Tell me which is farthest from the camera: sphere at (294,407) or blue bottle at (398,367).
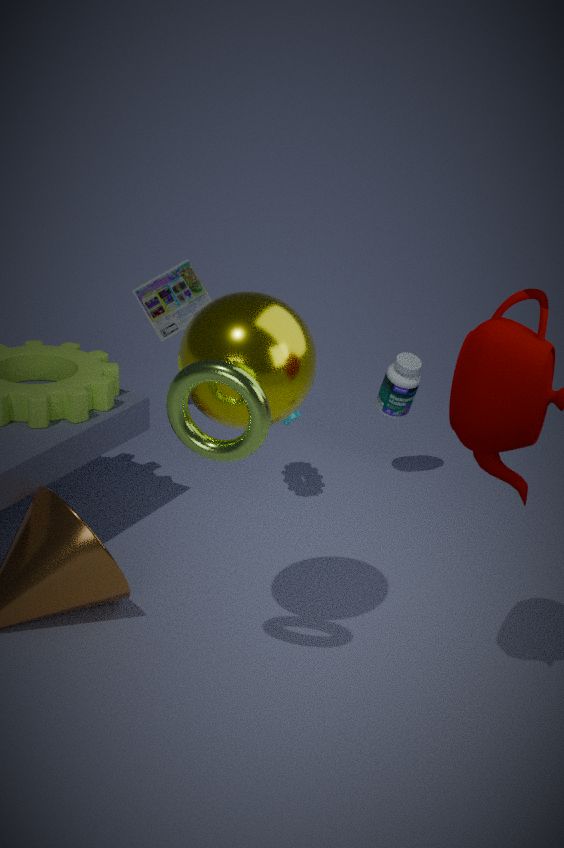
blue bottle at (398,367)
